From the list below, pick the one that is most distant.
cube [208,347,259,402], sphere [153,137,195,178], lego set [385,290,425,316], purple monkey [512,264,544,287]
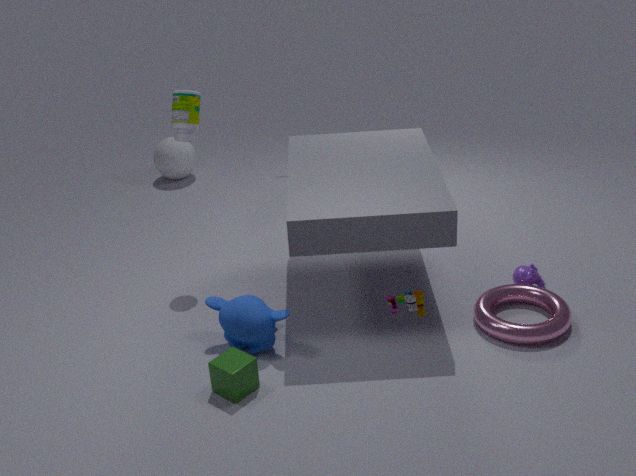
sphere [153,137,195,178]
